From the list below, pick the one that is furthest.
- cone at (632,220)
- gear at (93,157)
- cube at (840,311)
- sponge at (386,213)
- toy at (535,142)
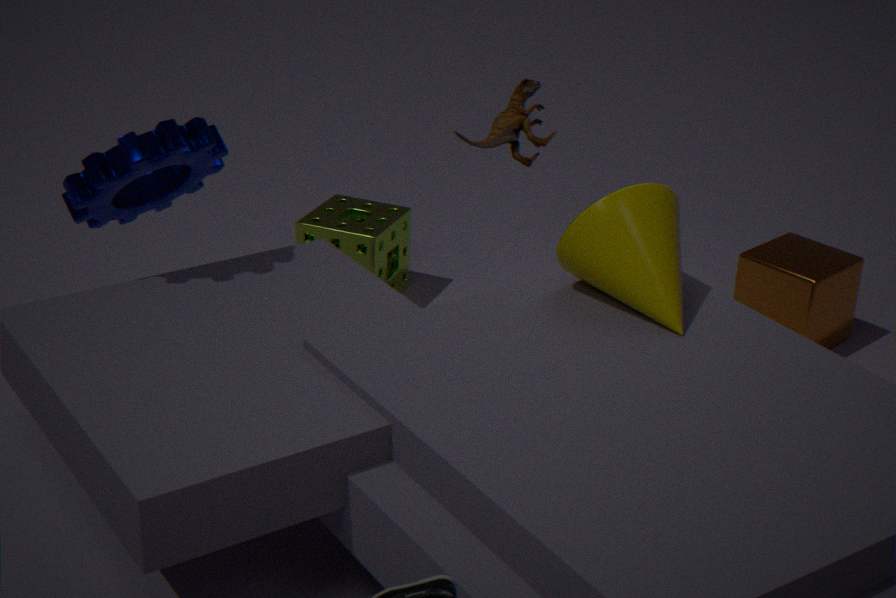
sponge at (386,213)
